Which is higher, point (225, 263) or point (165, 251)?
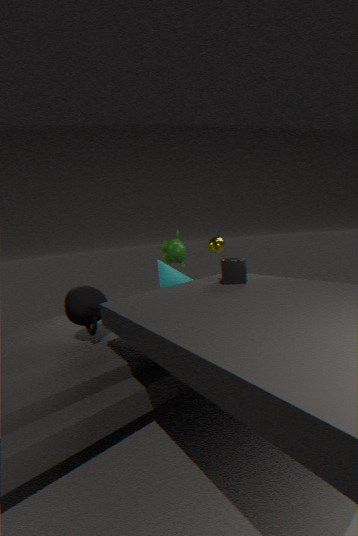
point (165, 251)
